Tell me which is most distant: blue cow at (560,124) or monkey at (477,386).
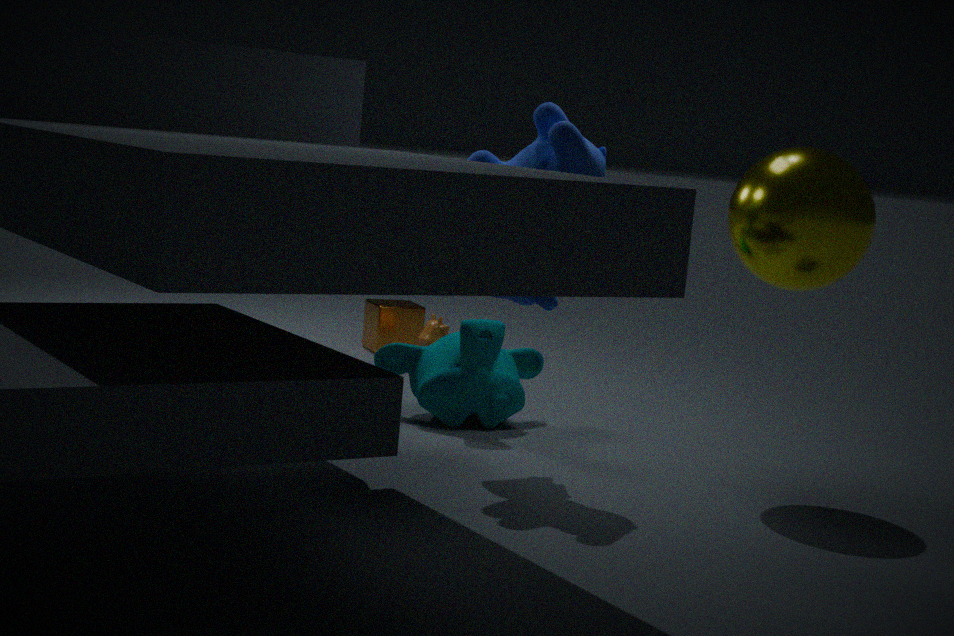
monkey at (477,386)
